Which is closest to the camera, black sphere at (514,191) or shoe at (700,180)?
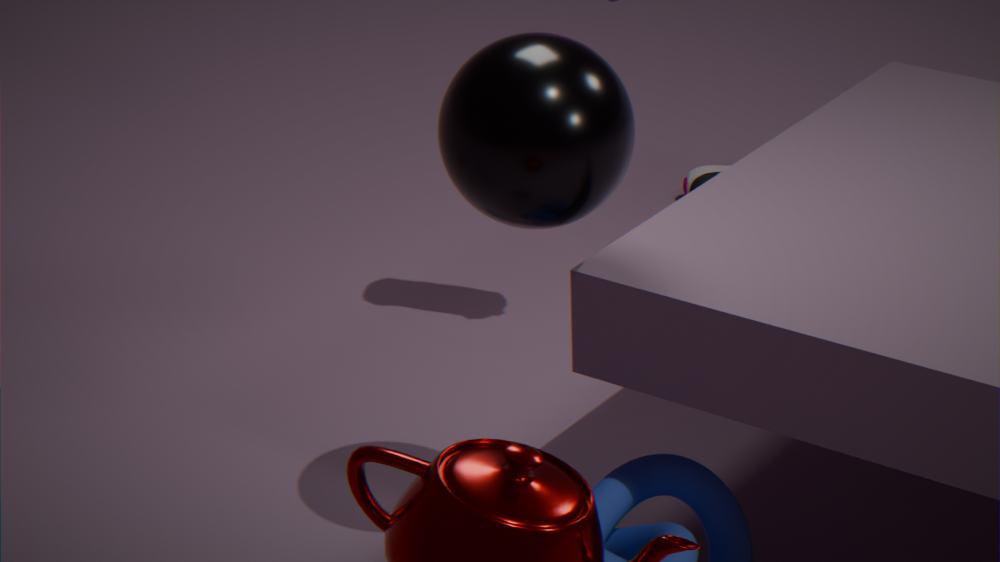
black sphere at (514,191)
